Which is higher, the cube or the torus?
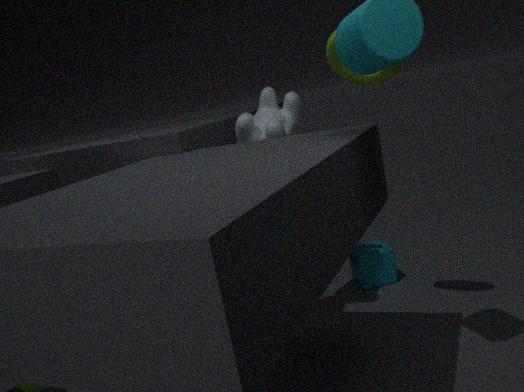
the torus
